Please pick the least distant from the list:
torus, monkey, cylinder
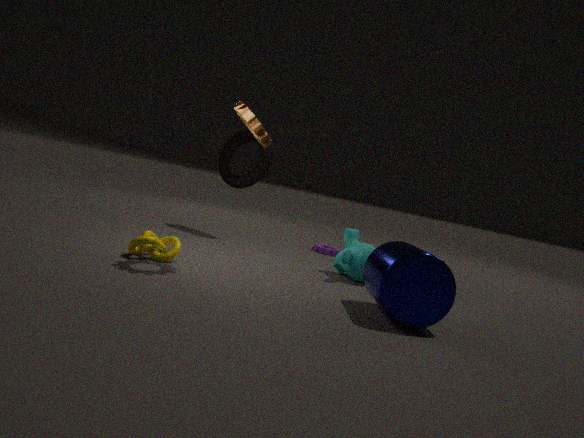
cylinder
